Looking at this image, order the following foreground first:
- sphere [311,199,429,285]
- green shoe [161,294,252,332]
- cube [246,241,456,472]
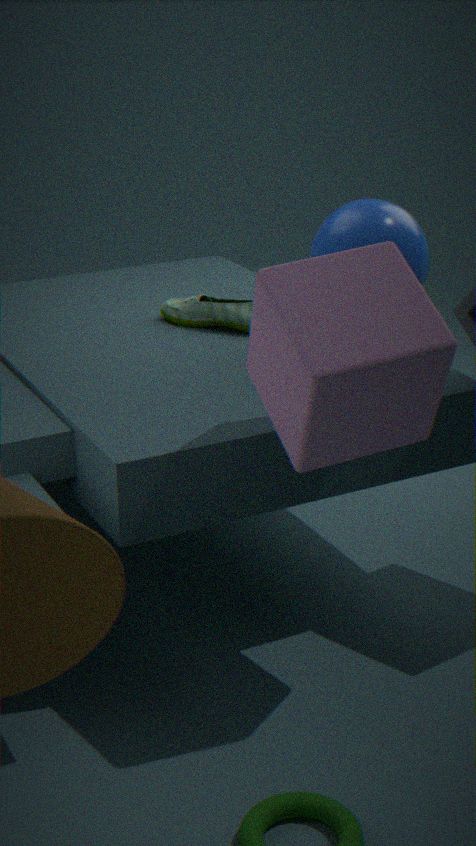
cube [246,241,456,472], sphere [311,199,429,285], green shoe [161,294,252,332]
